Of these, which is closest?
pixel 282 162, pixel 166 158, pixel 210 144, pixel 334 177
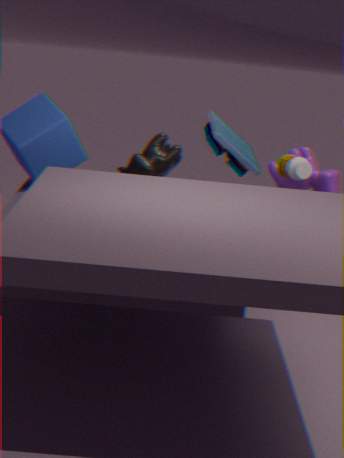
pixel 282 162
